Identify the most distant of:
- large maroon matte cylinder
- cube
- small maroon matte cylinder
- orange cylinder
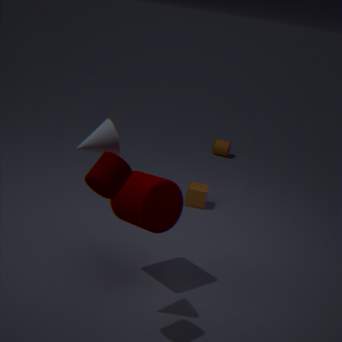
orange cylinder
